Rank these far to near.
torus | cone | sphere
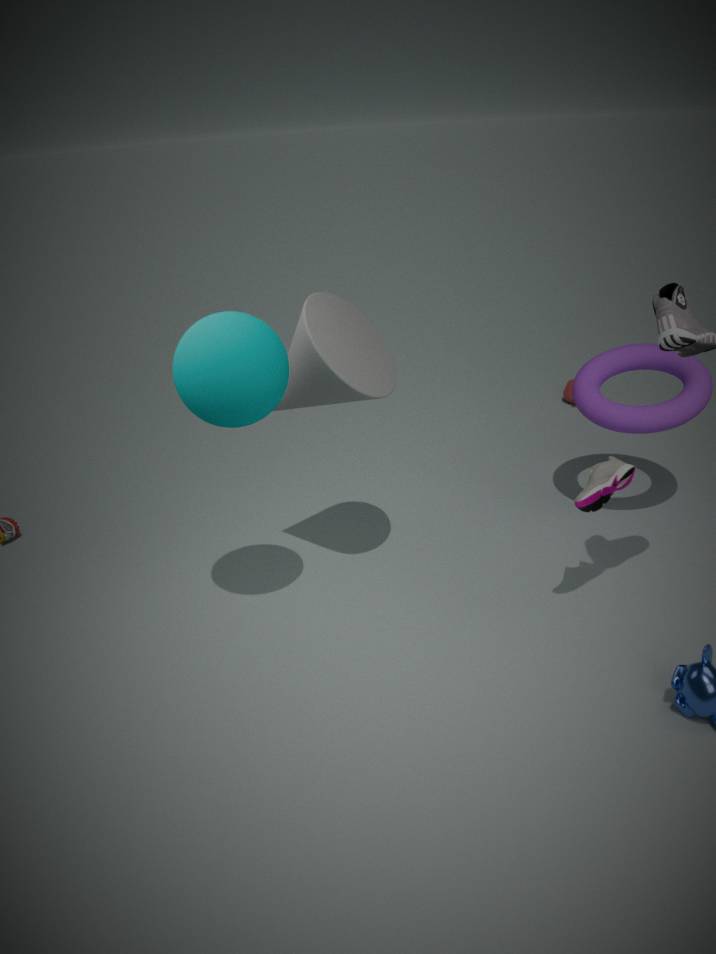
torus → cone → sphere
